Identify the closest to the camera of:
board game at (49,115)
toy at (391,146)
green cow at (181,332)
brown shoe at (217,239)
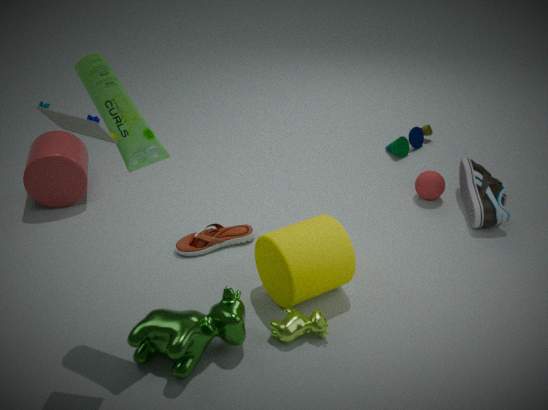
board game at (49,115)
